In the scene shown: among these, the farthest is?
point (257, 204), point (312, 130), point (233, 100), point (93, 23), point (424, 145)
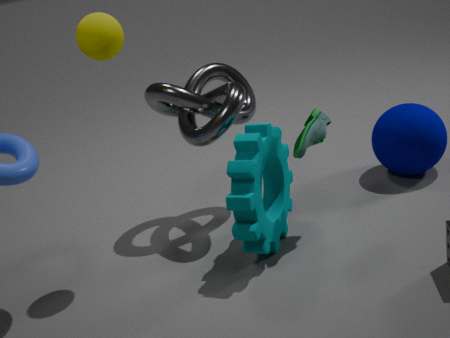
point (424, 145)
